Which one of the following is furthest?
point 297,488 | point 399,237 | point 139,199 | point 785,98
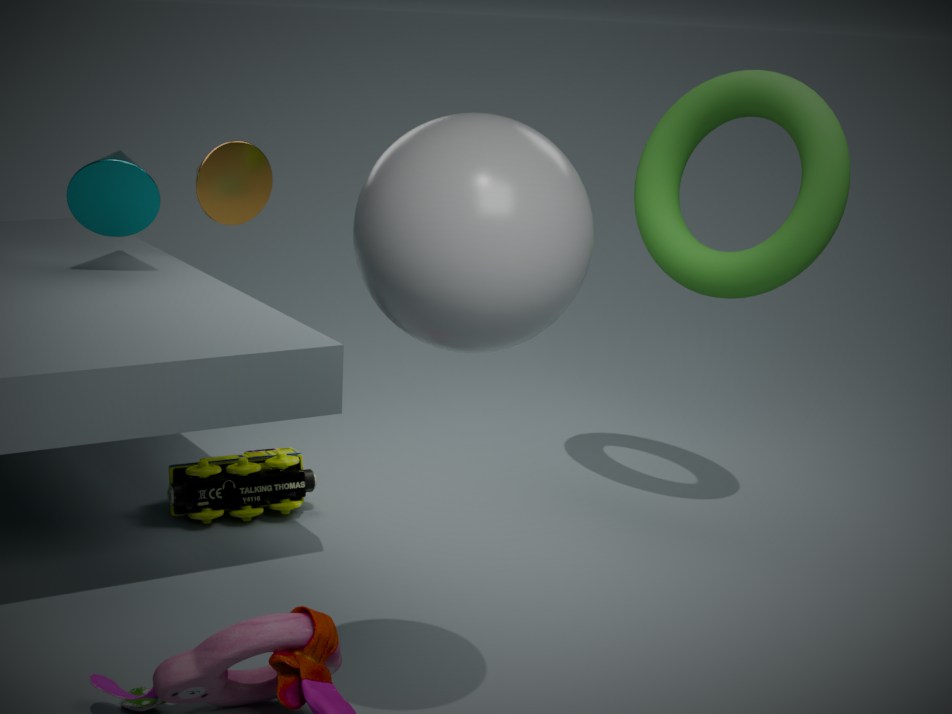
point 297,488
